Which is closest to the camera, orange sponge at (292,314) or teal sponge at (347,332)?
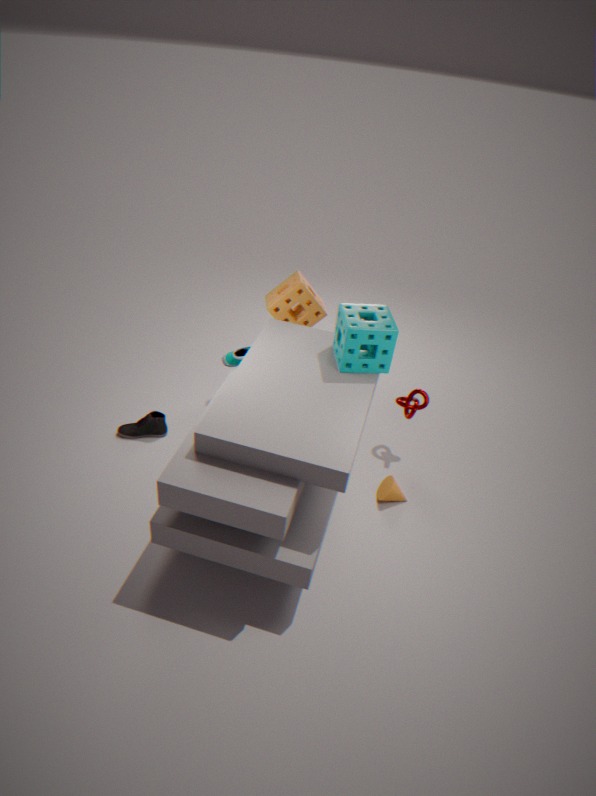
teal sponge at (347,332)
